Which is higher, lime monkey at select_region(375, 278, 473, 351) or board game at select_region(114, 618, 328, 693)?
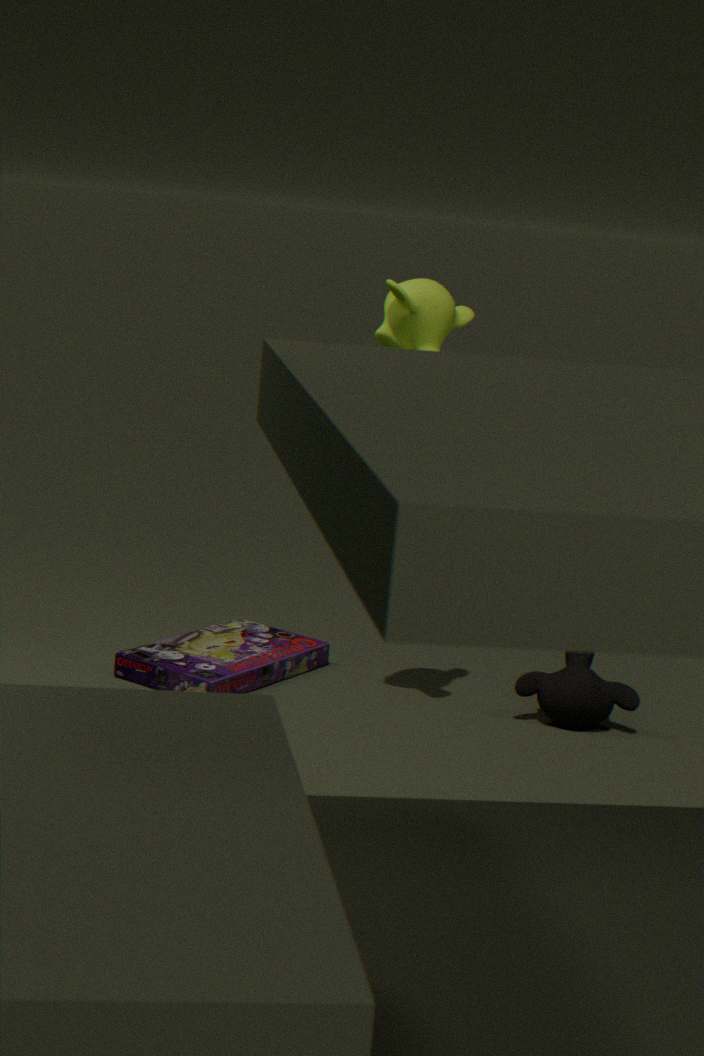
lime monkey at select_region(375, 278, 473, 351)
